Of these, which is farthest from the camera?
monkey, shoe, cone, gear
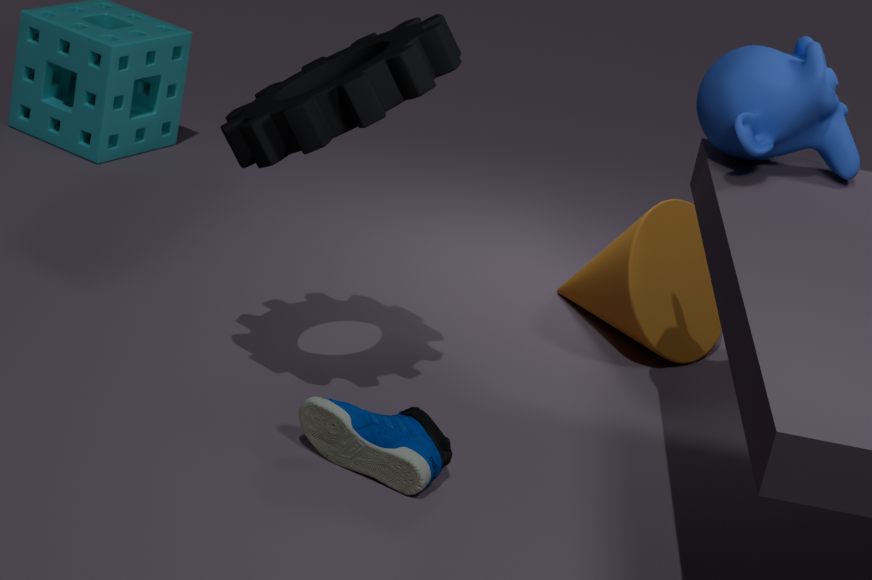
cone
